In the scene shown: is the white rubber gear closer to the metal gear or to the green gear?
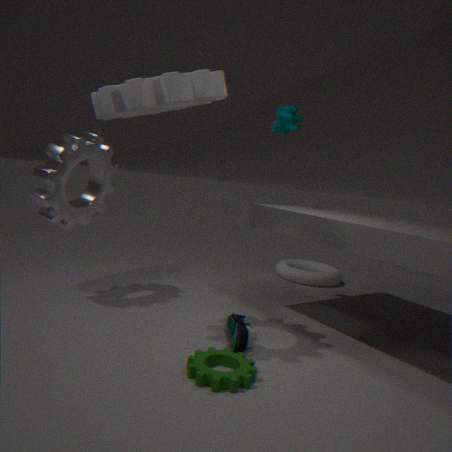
the metal gear
